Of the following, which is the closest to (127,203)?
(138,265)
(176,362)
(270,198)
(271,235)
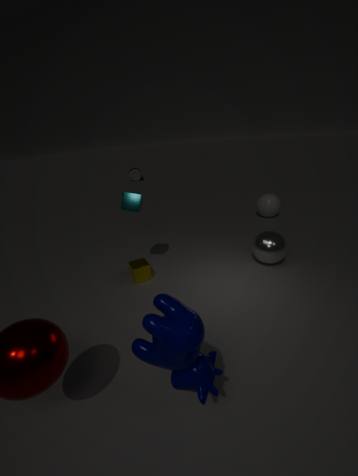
(138,265)
